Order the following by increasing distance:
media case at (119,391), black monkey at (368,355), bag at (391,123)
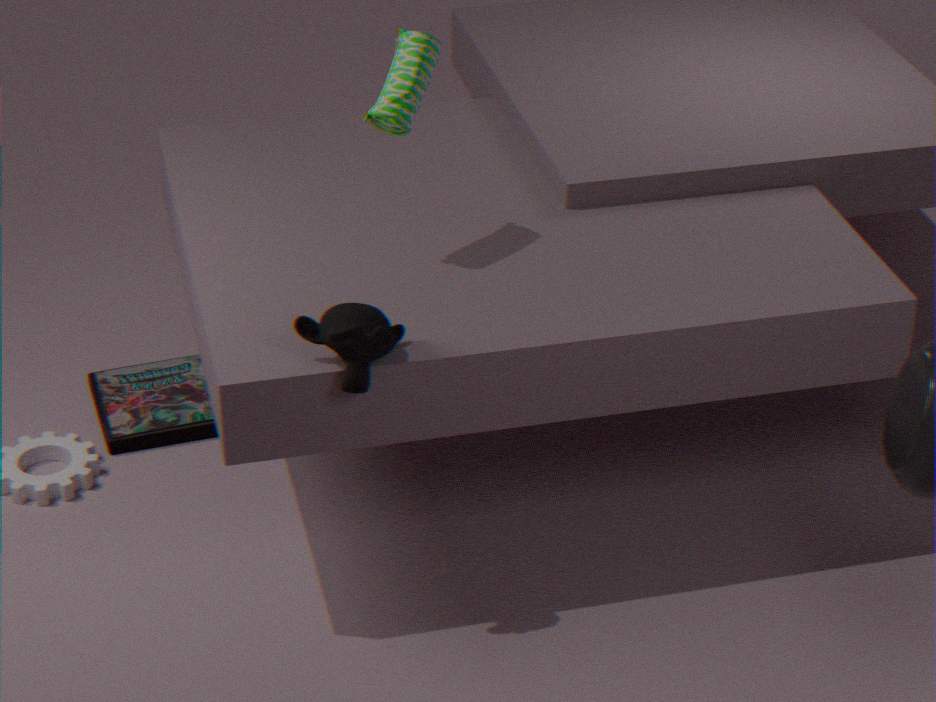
black monkey at (368,355), bag at (391,123), media case at (119,391)
